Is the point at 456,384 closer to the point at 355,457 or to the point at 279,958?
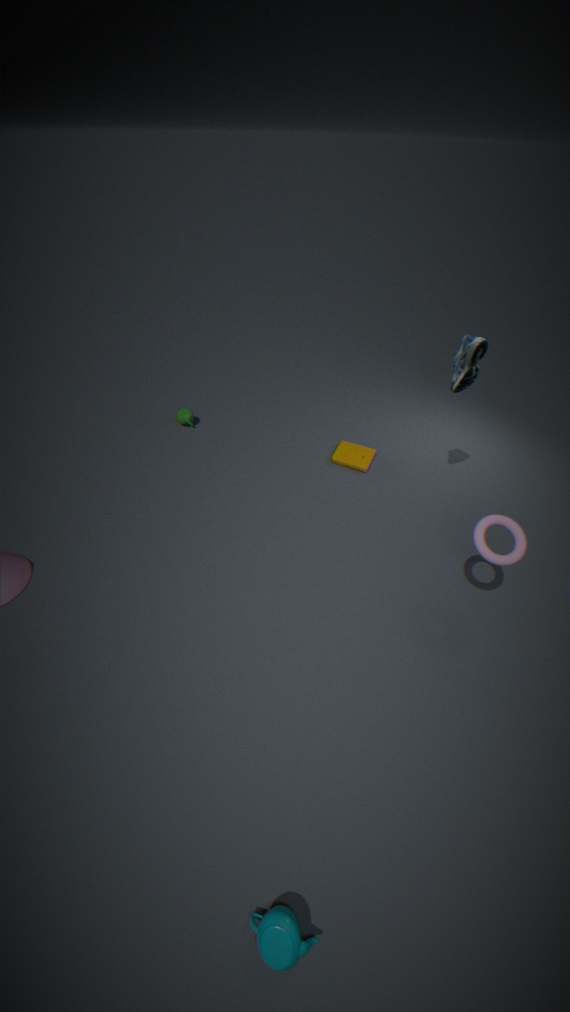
the point at 355,457
